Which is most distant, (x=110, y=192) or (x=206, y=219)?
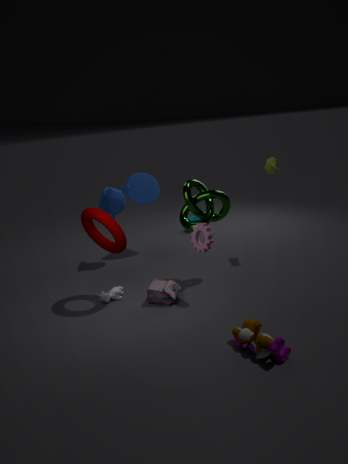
(x=110, y=192)
